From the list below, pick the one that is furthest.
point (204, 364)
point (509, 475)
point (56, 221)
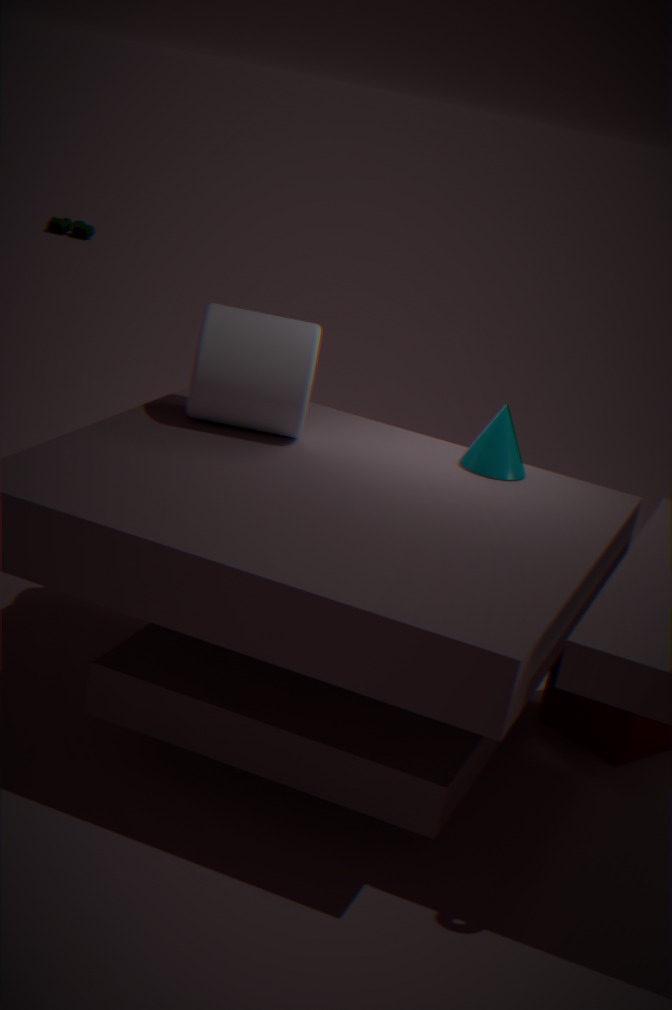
point (56, 221)
